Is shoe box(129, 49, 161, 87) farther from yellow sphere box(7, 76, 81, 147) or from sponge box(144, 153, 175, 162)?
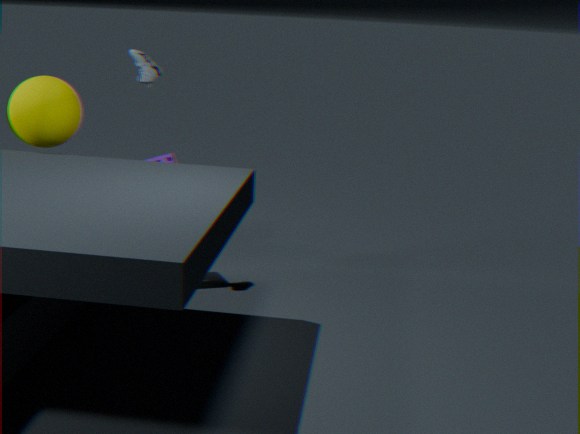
sponge box(144, 153, 175, 162)
